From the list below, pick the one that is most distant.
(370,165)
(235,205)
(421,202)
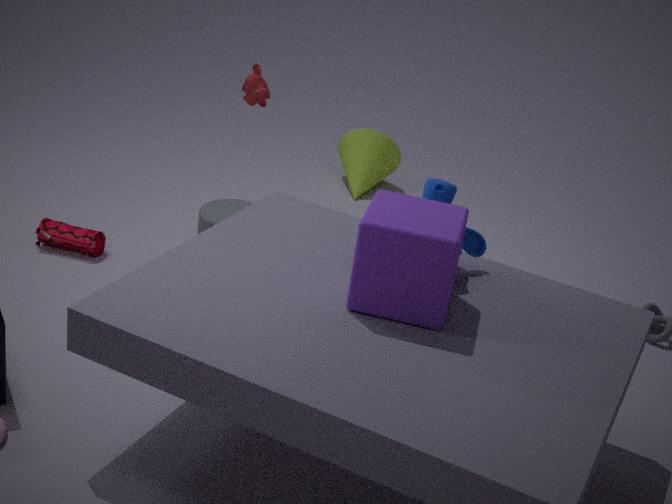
(370,165)
